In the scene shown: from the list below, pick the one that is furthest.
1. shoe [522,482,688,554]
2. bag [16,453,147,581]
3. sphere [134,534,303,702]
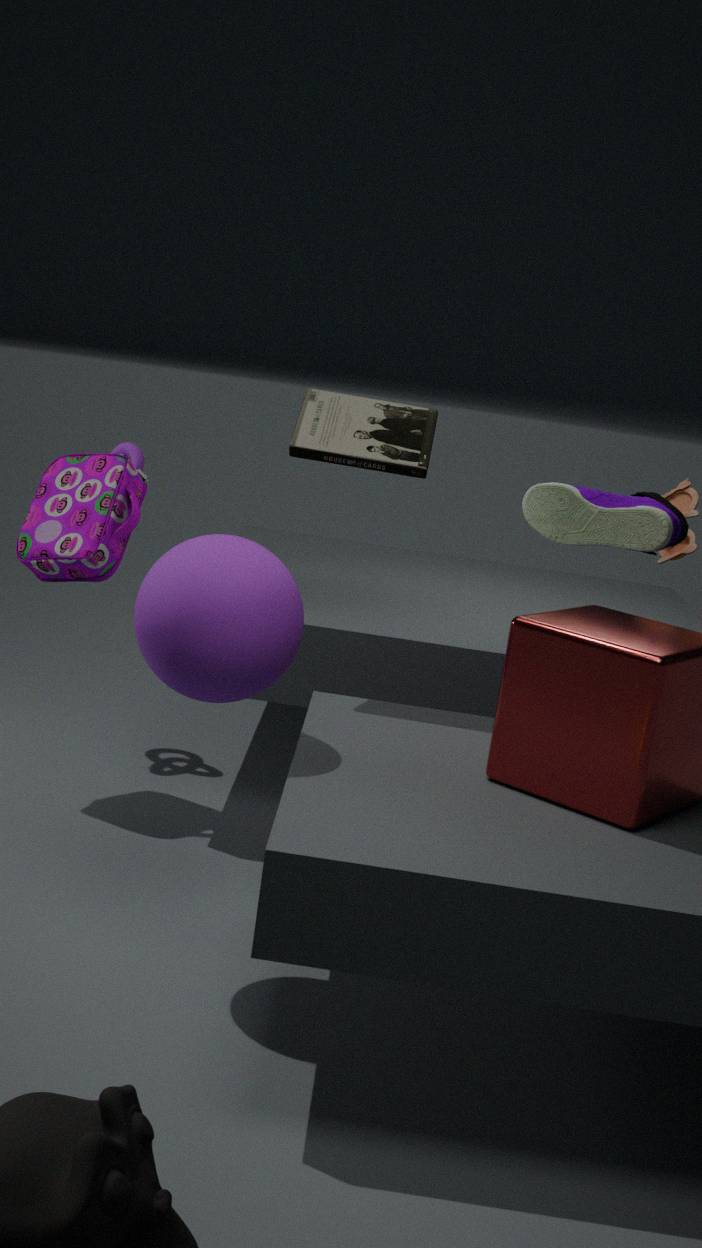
bag [16,453,147,581]
